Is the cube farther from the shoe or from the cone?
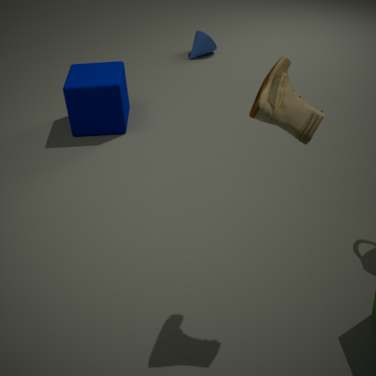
the shoe
